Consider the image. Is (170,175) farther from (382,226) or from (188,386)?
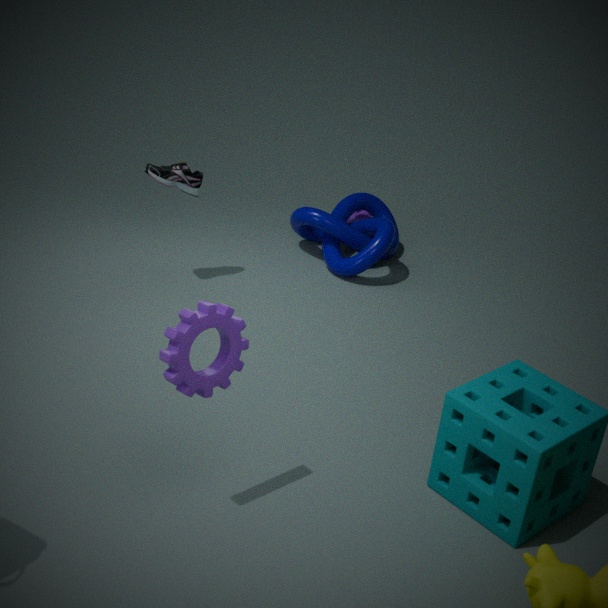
(188,386)
